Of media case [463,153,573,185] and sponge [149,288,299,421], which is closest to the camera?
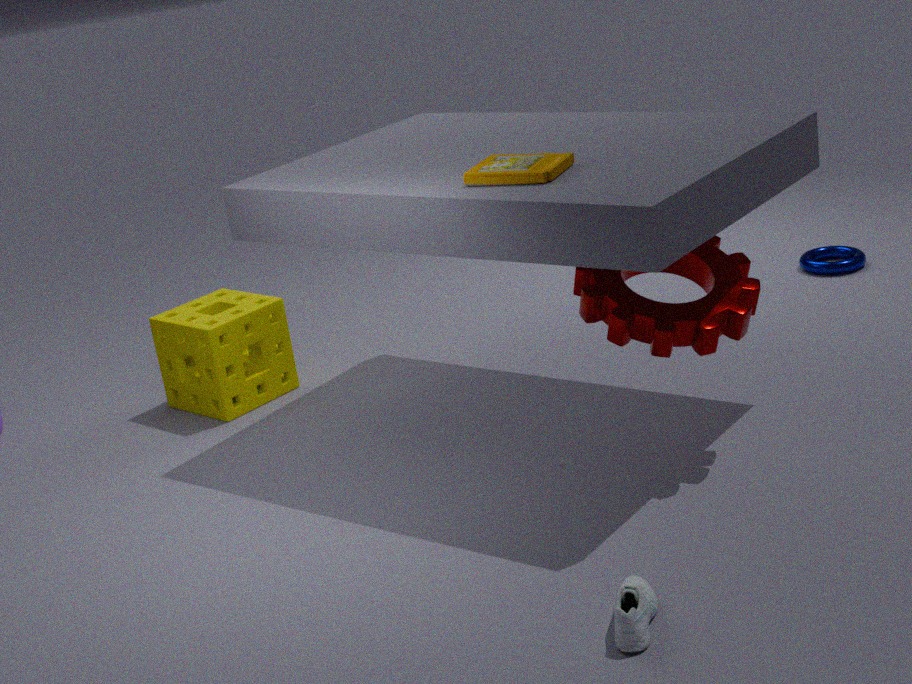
media case [463,153,573,185]
